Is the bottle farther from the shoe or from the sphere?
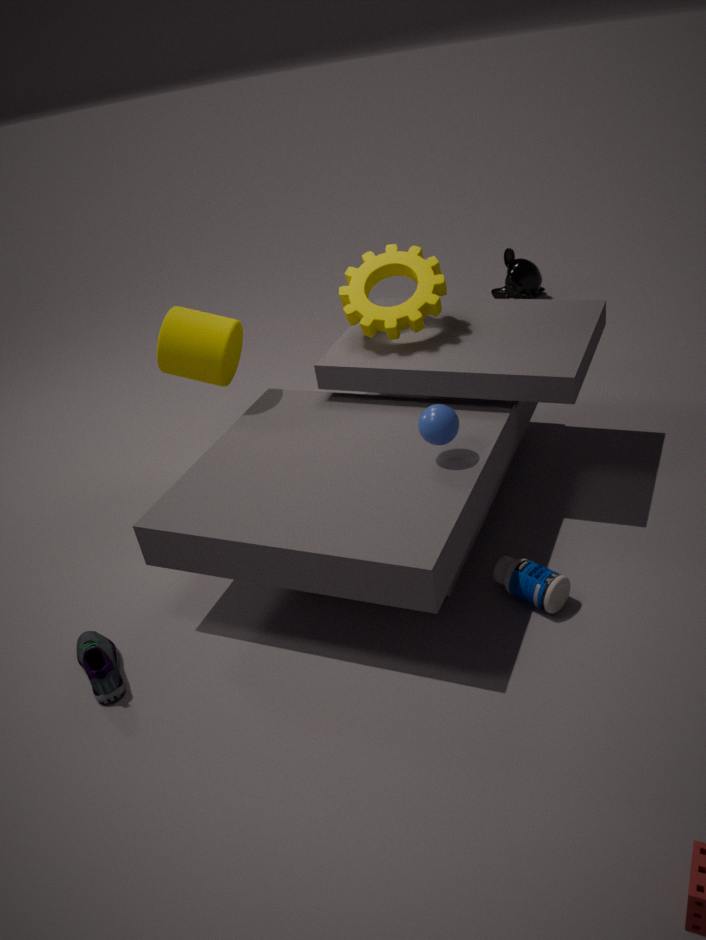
the shoe
